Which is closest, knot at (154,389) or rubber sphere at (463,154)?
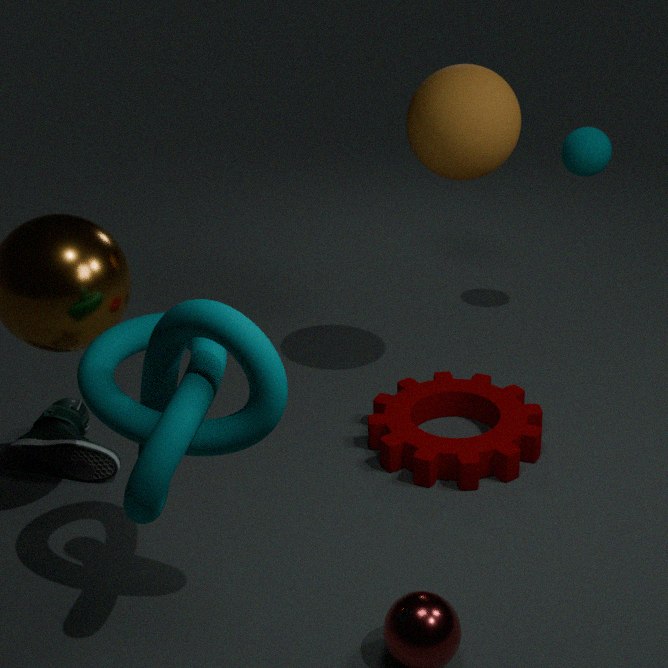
knot at (154,389)
